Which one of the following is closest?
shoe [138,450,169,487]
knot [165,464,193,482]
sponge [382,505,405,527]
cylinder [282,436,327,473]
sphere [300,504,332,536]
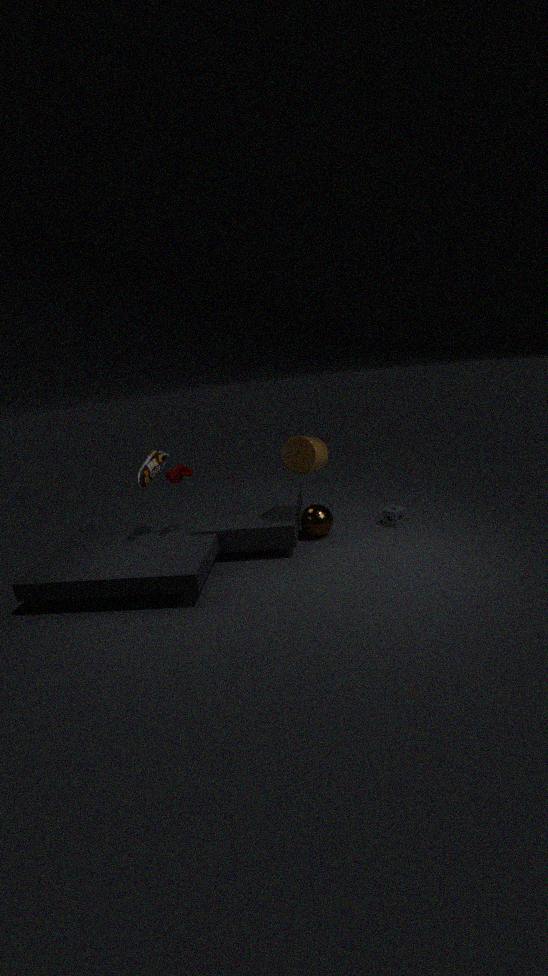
cylinder [282,436,327,473]
